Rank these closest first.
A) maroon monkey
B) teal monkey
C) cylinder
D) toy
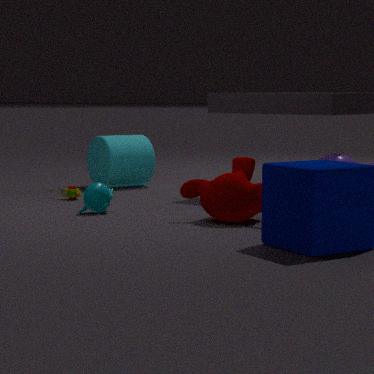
maroon monkey, teal monkey, toy, cylinder
